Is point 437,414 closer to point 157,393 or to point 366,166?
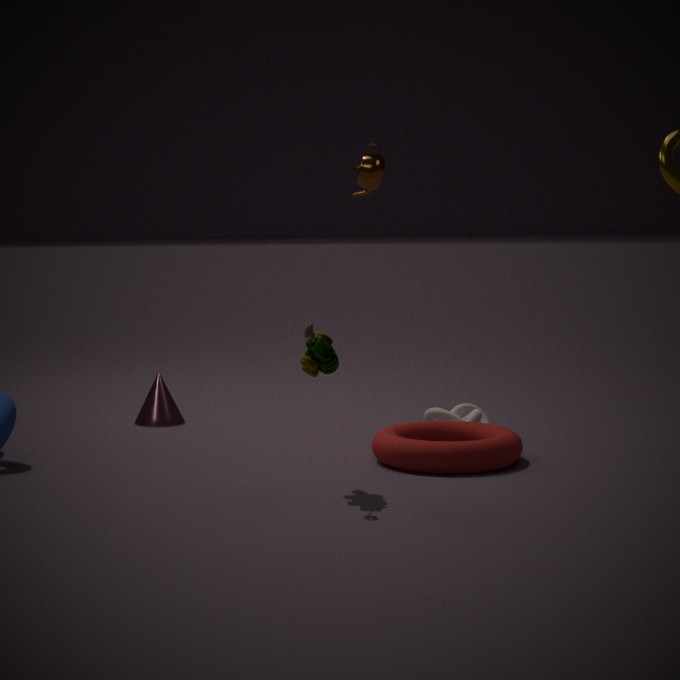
point 366,166
